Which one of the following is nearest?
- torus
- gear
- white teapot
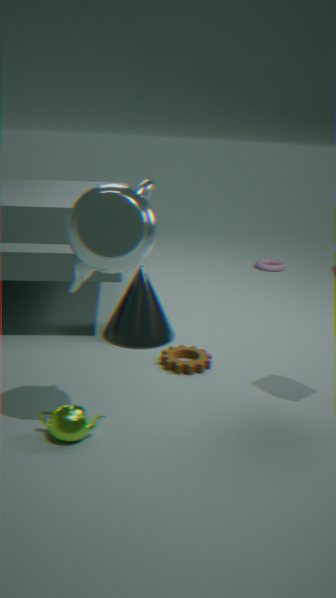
white teapot
